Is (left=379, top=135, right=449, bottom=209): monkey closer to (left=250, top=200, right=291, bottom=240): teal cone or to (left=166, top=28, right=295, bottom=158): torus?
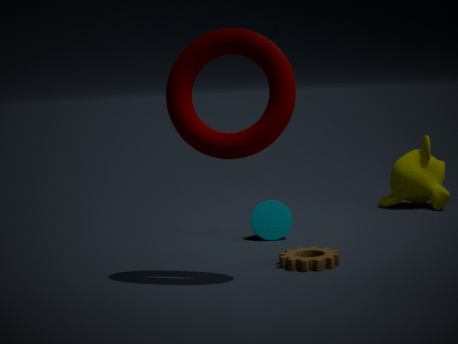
(left=250, top=200, right=291, bottom=240): teal cone
